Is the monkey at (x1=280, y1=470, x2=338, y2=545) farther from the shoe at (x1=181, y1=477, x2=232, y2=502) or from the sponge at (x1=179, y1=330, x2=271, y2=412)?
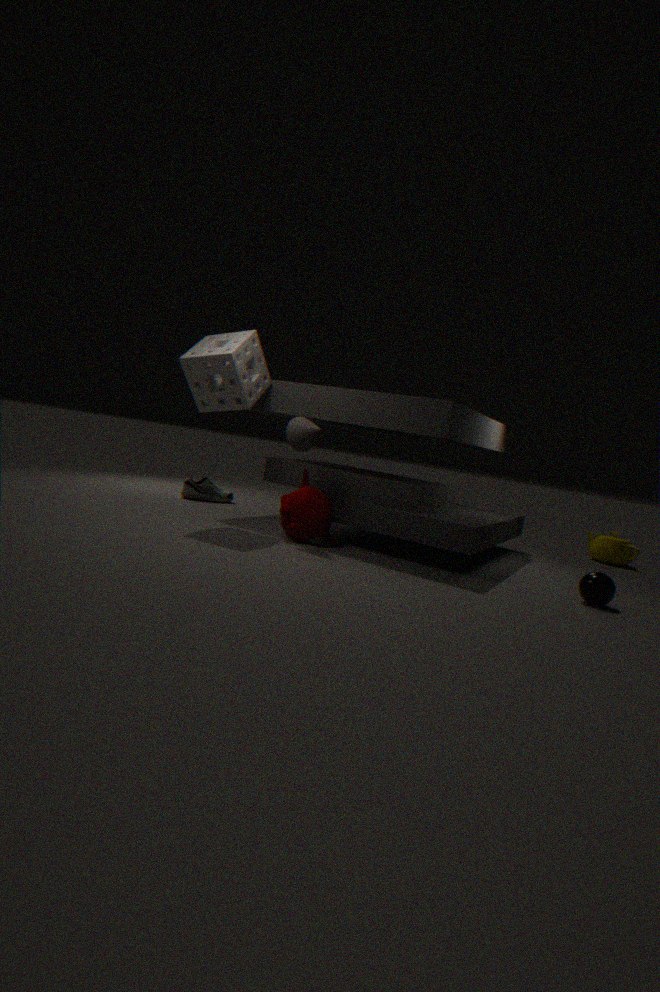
the shoe at (x1=181, y1=477, x2=232, y2=502)
